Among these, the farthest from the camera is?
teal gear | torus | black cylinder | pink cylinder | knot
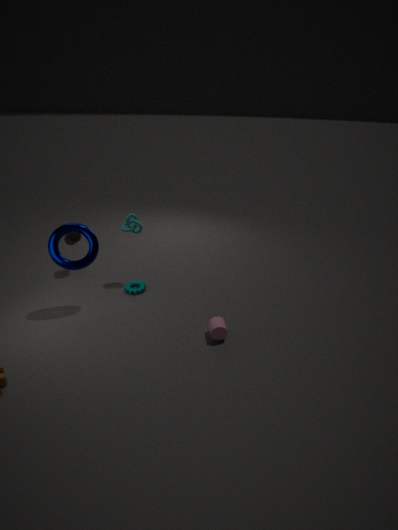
black cylinder
